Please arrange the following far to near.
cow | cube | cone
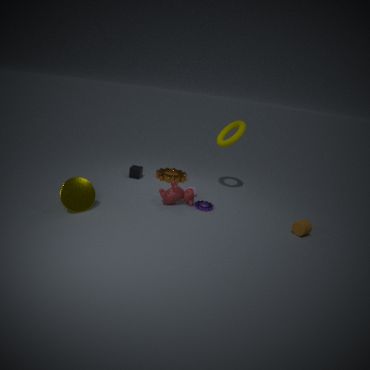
cube → cow → cone
